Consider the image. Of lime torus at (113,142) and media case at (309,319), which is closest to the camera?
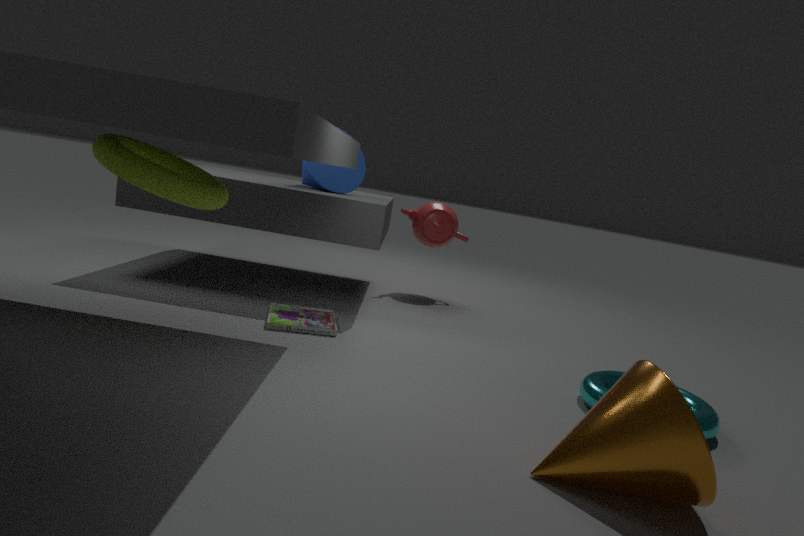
lime torus at (113,142)
